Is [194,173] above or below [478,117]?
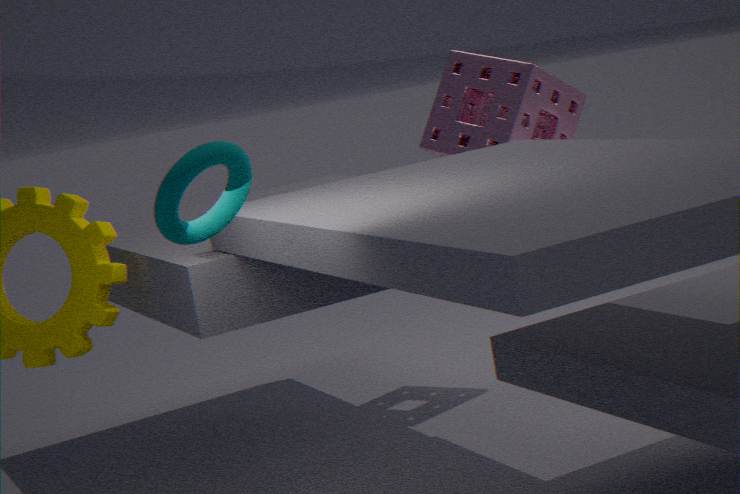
above
